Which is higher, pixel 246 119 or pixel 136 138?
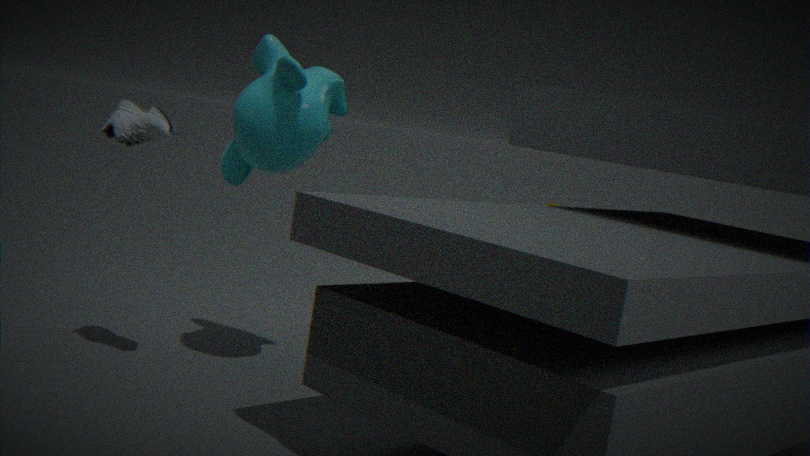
pixel 246 119
